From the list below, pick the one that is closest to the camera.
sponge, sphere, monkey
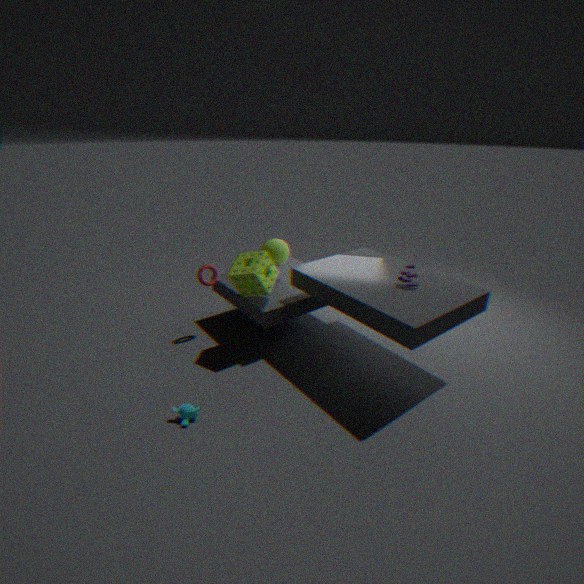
monkey
